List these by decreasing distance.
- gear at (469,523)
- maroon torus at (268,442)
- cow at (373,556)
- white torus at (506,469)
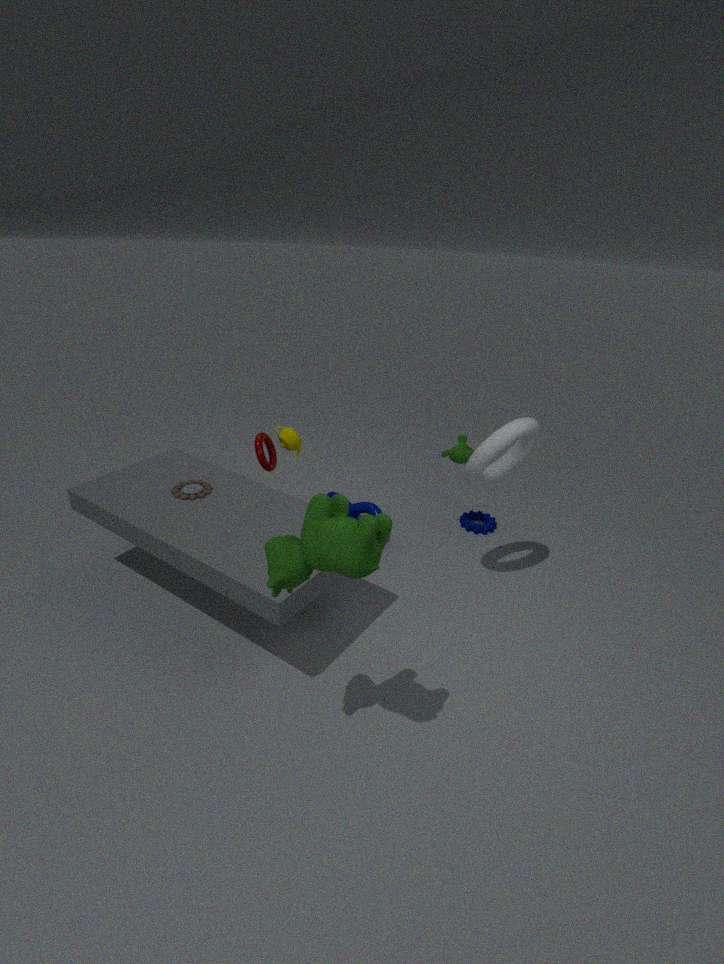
gear at (469,523), maroon torus at (268,442), white torus at (506,469), cow at (373,556)
